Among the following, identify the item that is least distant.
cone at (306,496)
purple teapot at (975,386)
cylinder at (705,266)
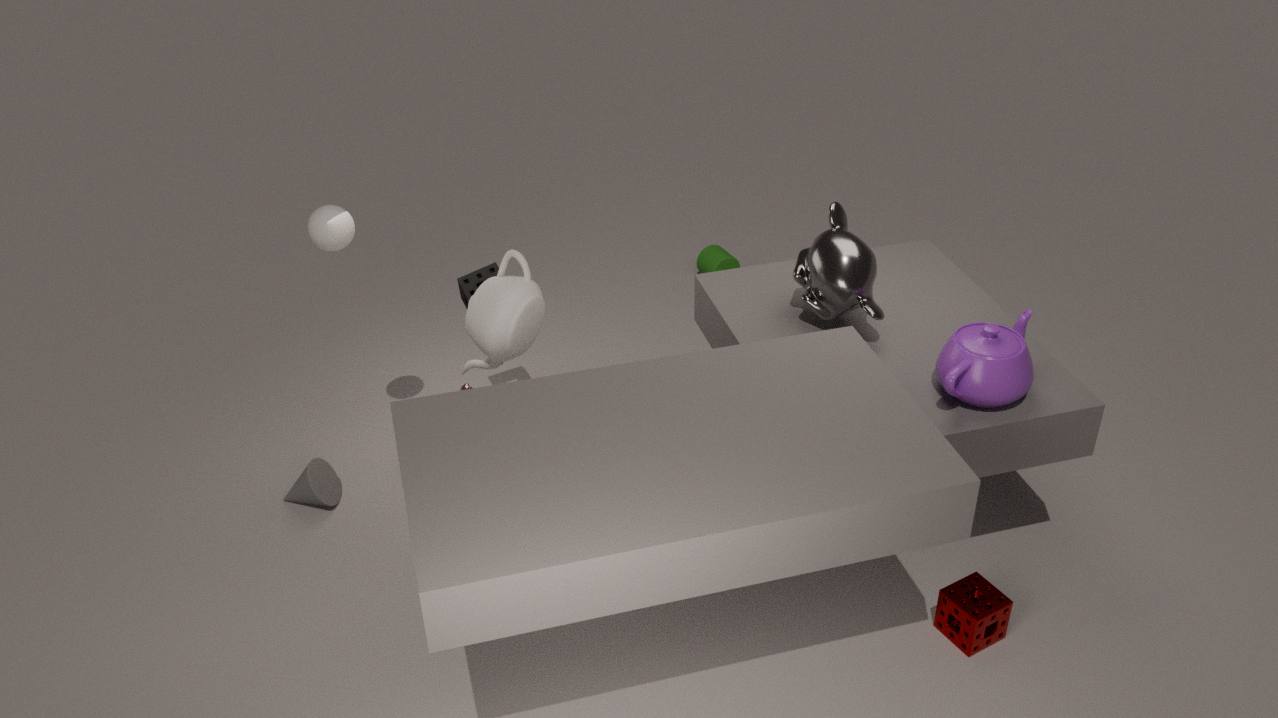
purple teapot at (975,386)
